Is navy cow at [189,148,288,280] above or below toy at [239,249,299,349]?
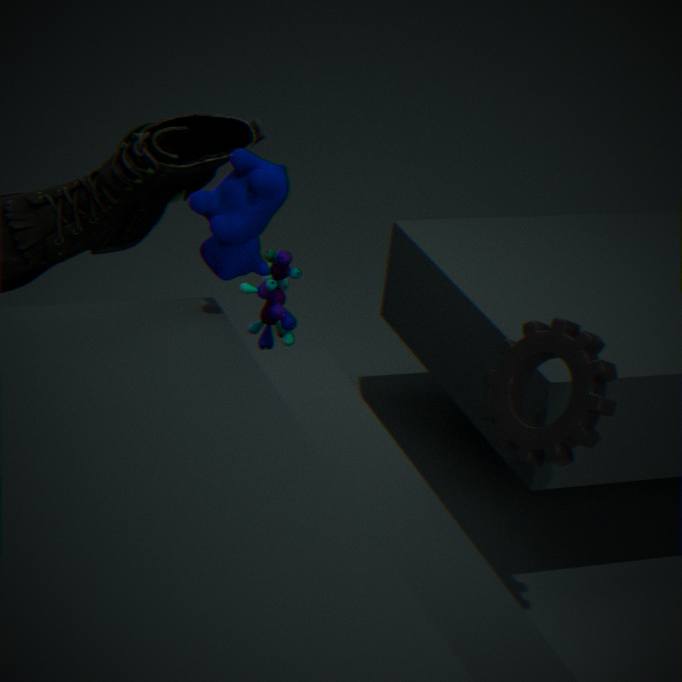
above
